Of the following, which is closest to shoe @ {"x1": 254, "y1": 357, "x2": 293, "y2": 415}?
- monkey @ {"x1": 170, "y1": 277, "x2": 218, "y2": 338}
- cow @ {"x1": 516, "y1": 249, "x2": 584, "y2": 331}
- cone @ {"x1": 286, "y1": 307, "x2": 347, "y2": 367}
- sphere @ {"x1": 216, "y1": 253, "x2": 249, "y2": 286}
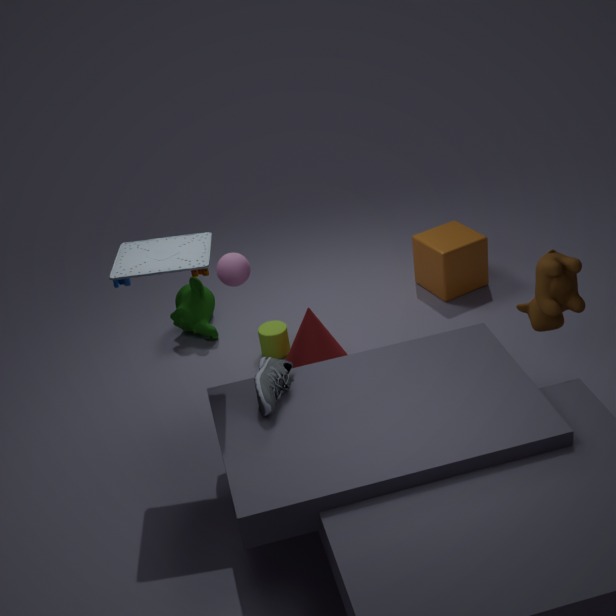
sphere @ {"x1": 216, "y1": 253, "x2": 249, "y2": 286}
